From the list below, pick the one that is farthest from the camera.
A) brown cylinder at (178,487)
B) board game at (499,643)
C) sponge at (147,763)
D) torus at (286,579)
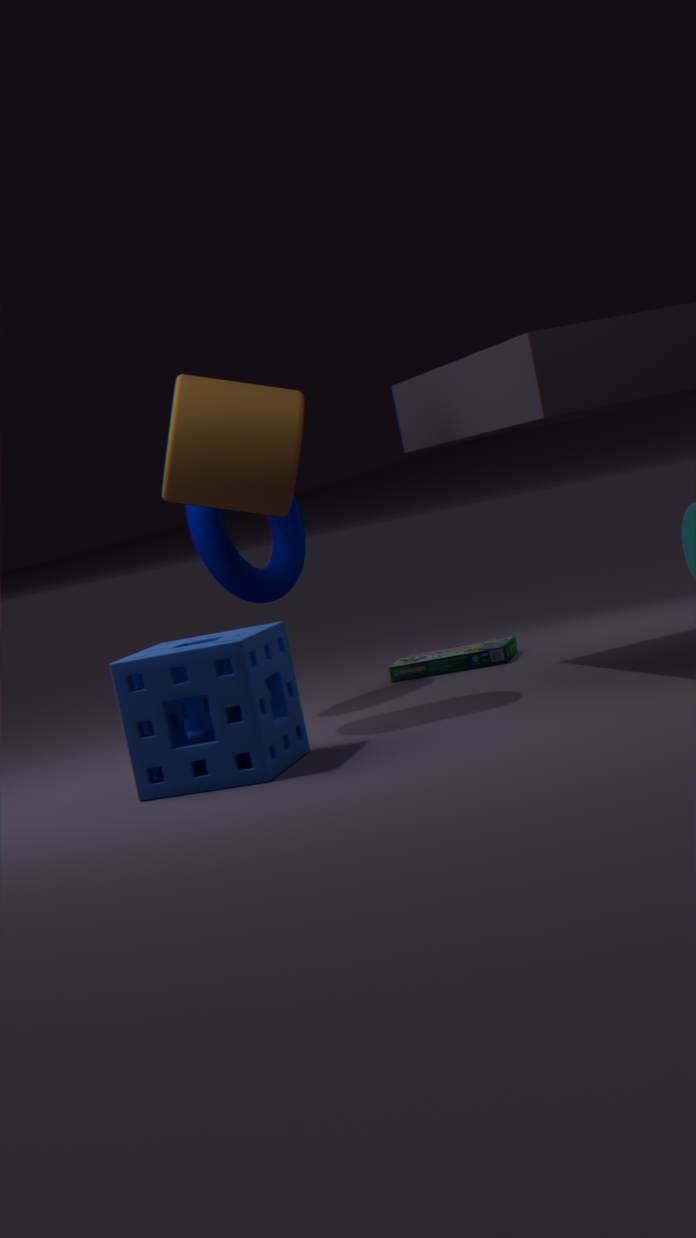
board game at (499,643)
